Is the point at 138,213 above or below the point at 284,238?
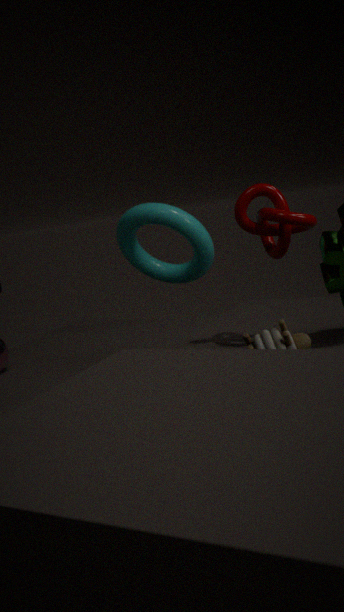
below
